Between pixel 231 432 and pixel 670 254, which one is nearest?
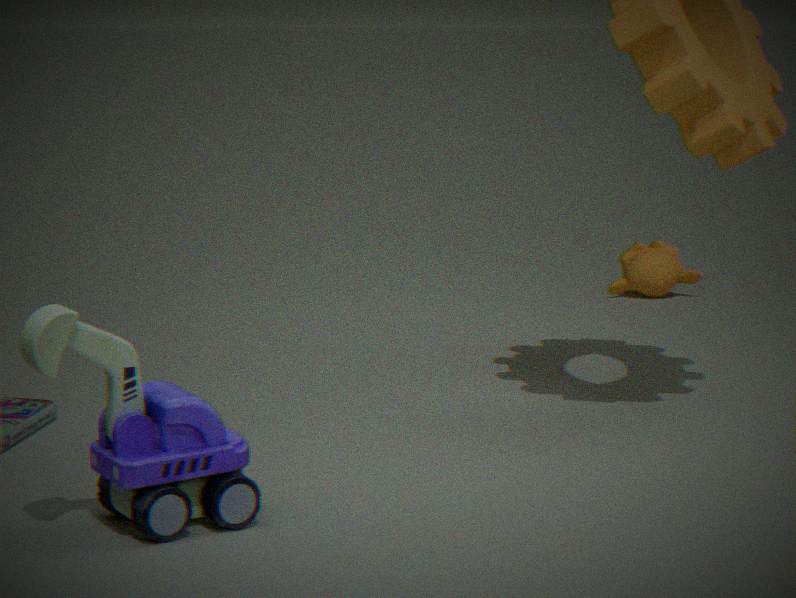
pixel 231 432
